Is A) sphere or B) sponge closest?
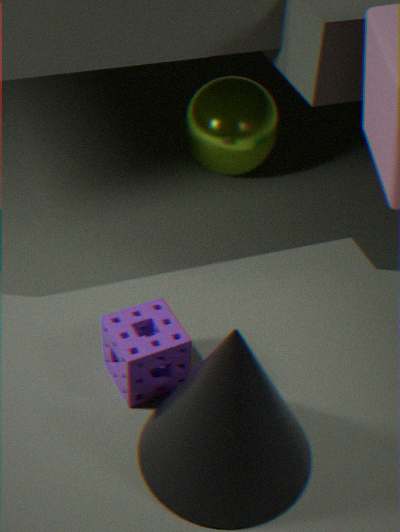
B. sponge
